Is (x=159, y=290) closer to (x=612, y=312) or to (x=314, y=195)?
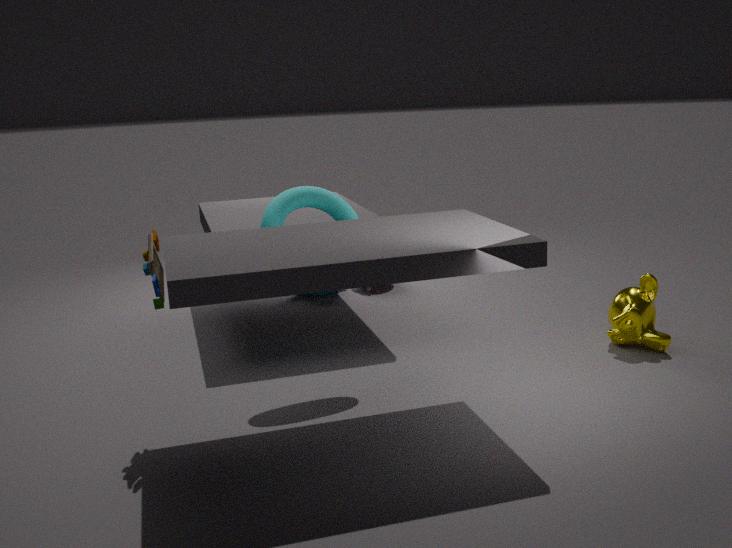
(x=314, y=195)
